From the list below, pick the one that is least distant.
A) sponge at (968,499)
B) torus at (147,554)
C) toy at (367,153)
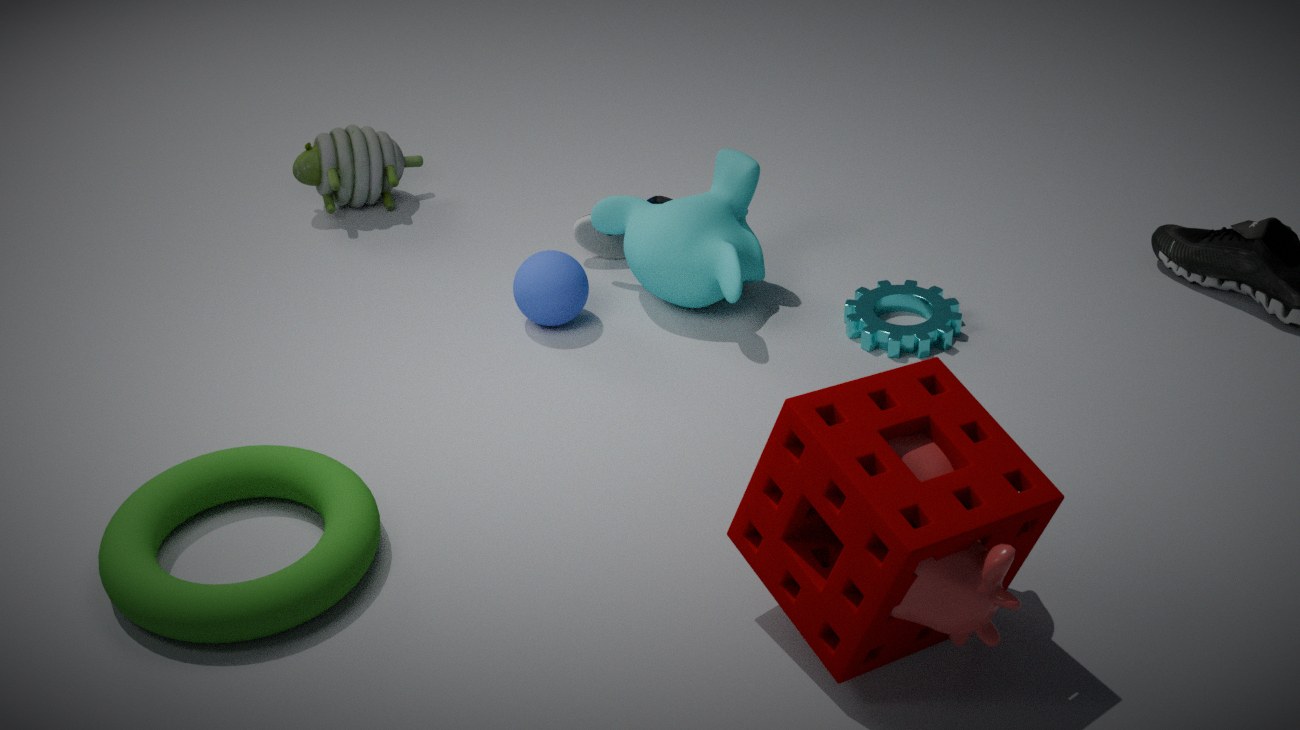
sponge at (968,499)
